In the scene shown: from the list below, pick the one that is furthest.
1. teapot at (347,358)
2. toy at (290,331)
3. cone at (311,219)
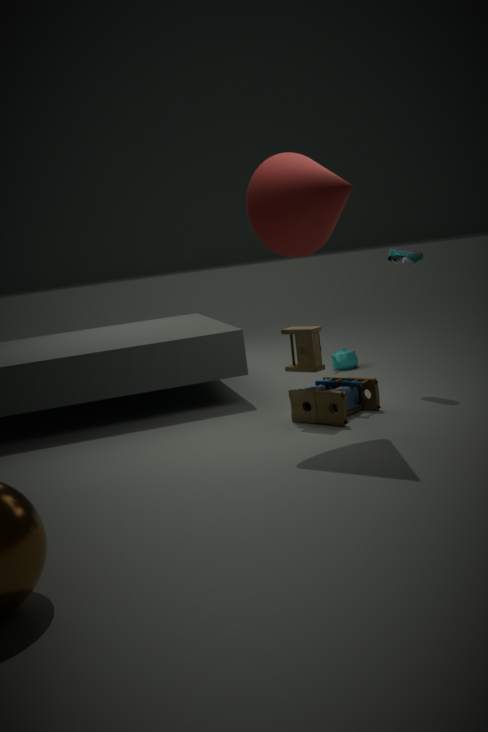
teapot at (347,358)
